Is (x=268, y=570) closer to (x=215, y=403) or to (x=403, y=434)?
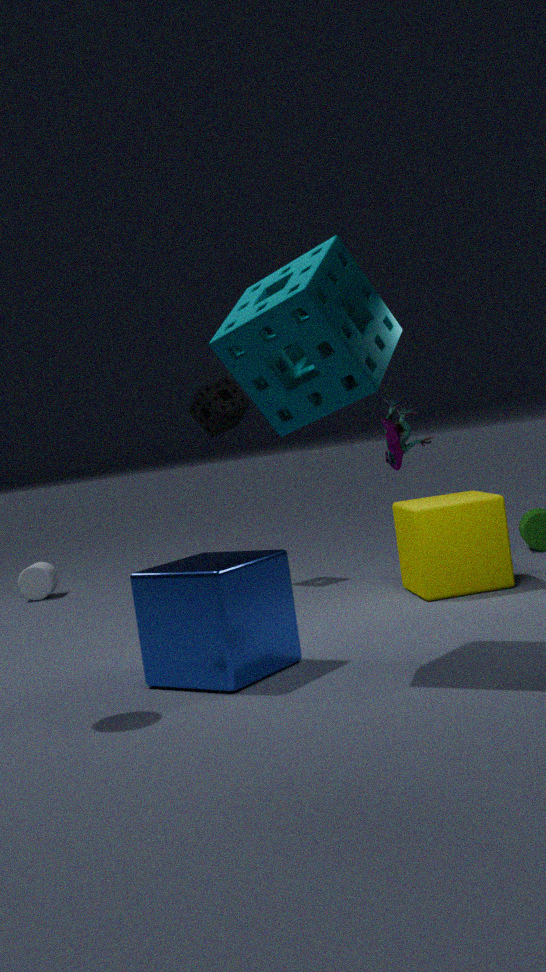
(x=403, y=434)
